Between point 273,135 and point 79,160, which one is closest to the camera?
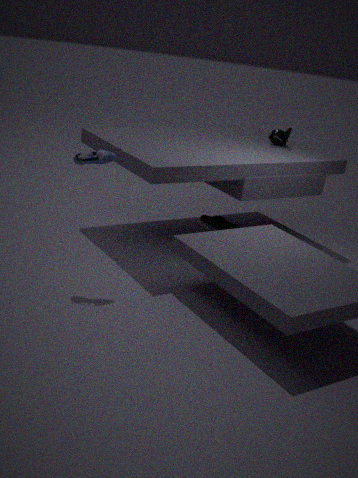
point 79,160
